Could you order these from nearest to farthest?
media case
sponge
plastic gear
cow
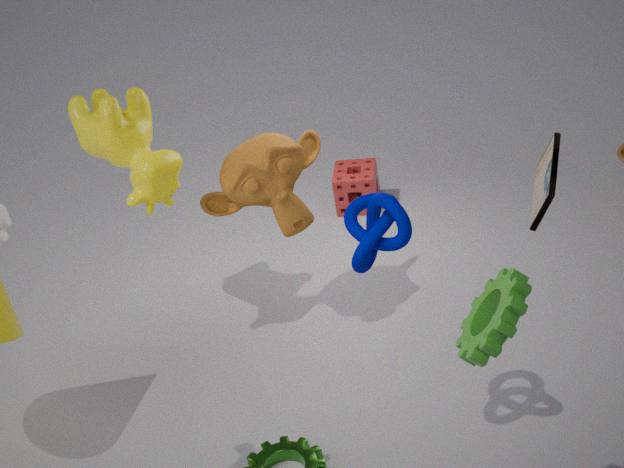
plastic gear < media case < cow < sponge
